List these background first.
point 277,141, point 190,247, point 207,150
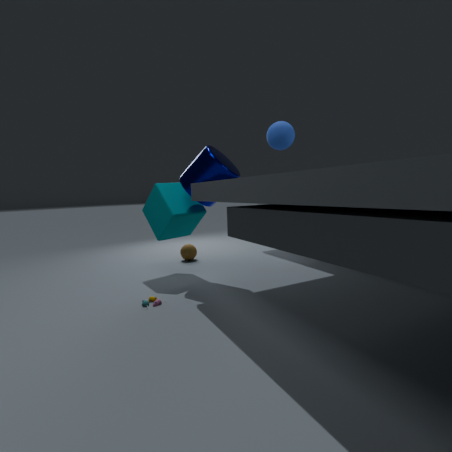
point 190,247 < point 207,150 < point 277,141
